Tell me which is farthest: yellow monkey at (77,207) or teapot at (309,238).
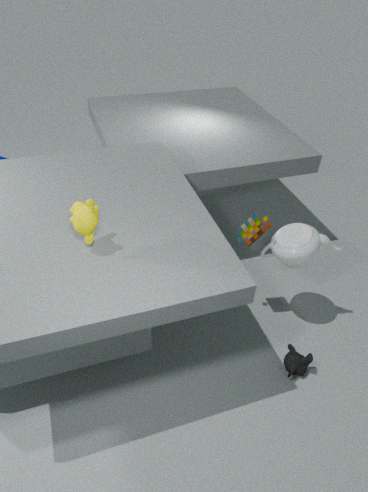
teapot at (309,238)
